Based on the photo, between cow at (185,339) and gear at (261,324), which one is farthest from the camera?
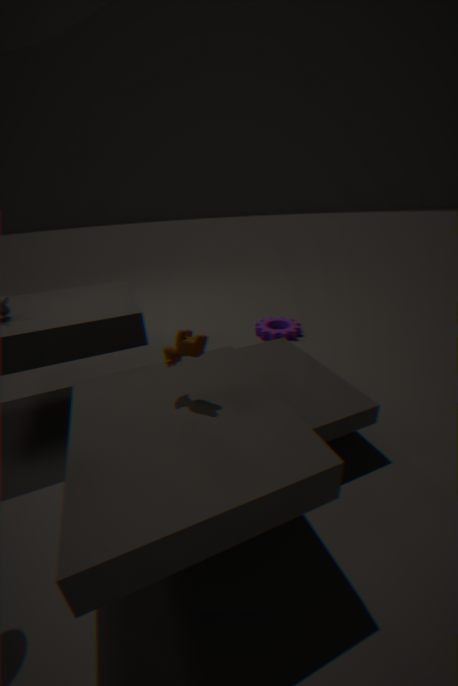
gear at (261,324)
